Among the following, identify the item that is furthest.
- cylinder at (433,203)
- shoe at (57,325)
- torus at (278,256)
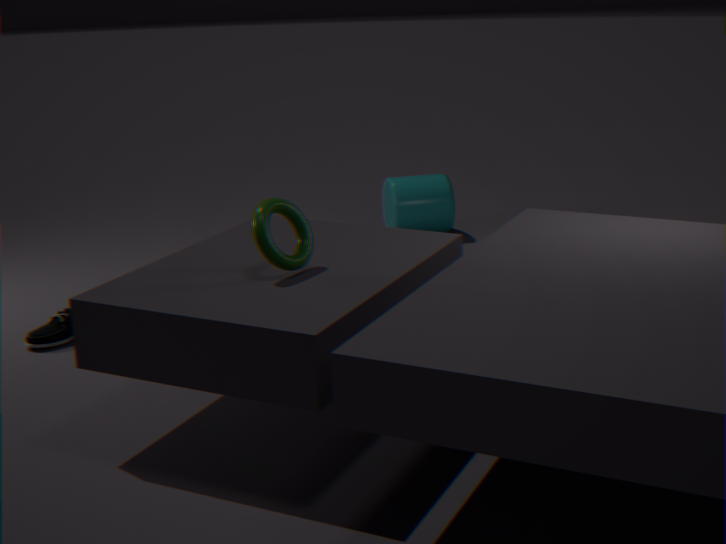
cylinder at (433,203)
